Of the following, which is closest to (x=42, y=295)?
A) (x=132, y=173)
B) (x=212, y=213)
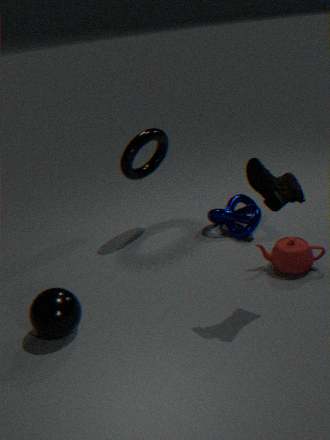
(x=132, y=173)
